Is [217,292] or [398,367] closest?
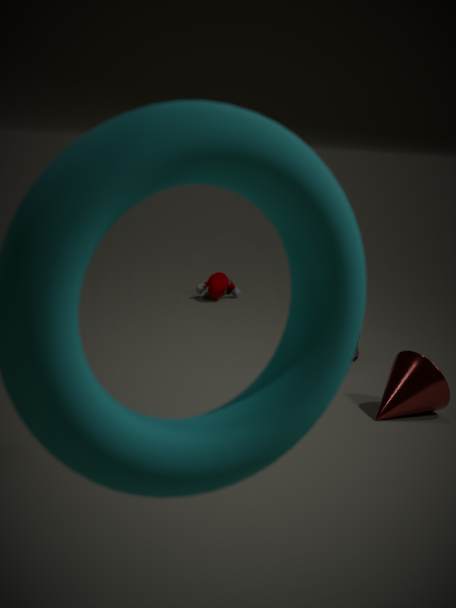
[398,367]
